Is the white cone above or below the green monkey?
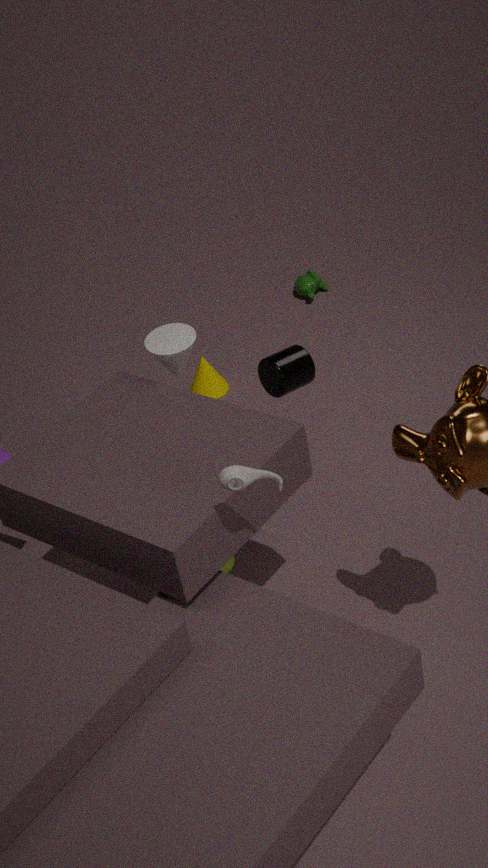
above
